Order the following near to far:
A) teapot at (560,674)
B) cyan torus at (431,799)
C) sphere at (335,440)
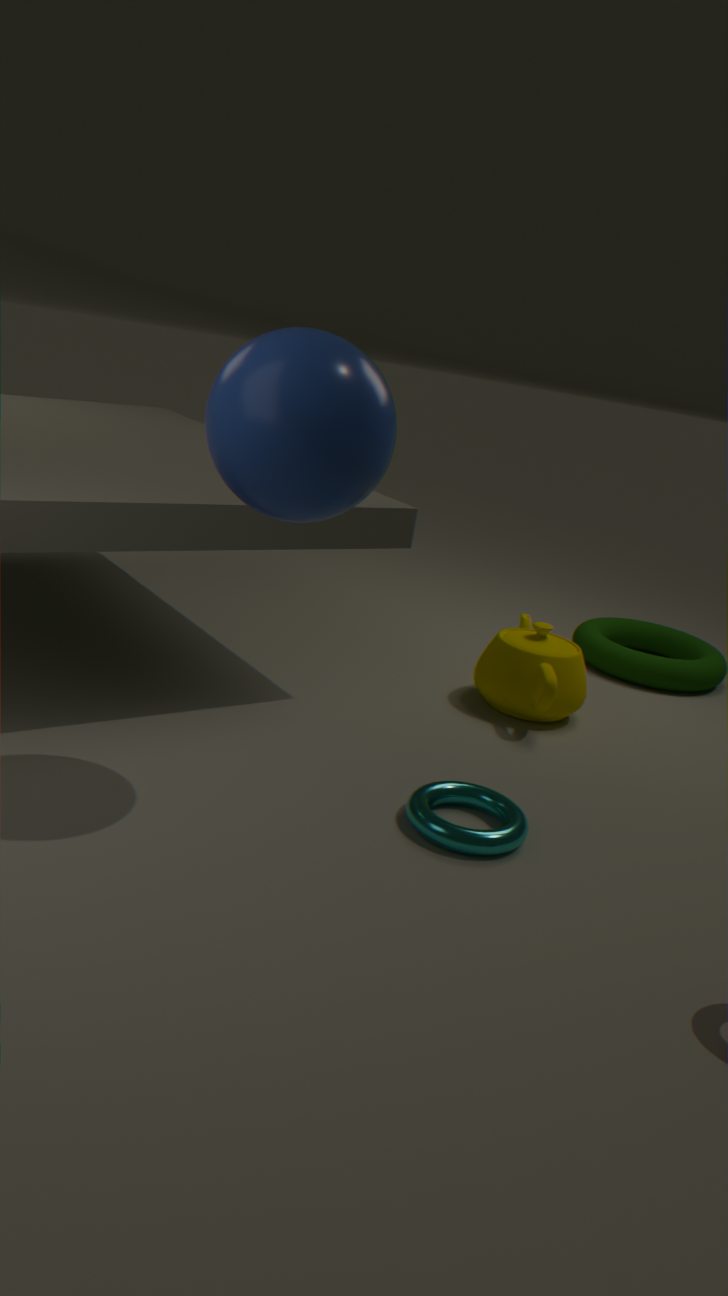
sphere at (335,440) → cyan torus at (431,799) → teapot at (560,674)
